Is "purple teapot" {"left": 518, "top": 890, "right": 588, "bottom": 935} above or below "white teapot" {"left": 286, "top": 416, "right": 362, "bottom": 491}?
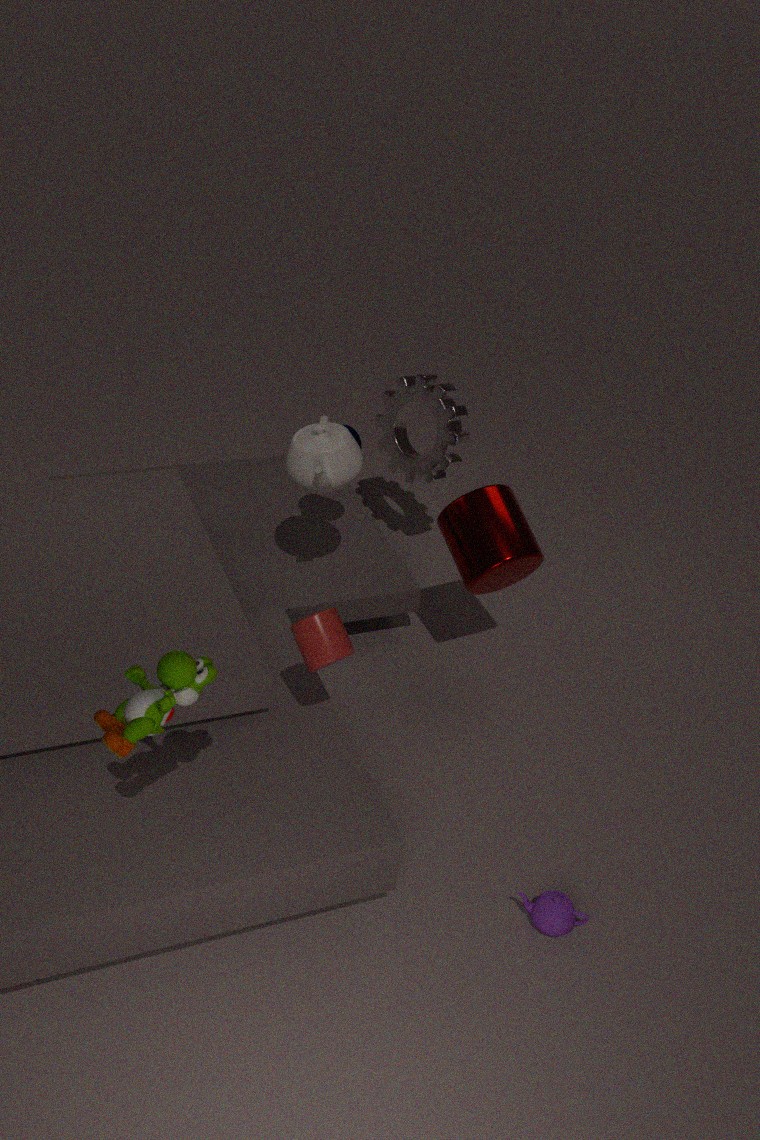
below
